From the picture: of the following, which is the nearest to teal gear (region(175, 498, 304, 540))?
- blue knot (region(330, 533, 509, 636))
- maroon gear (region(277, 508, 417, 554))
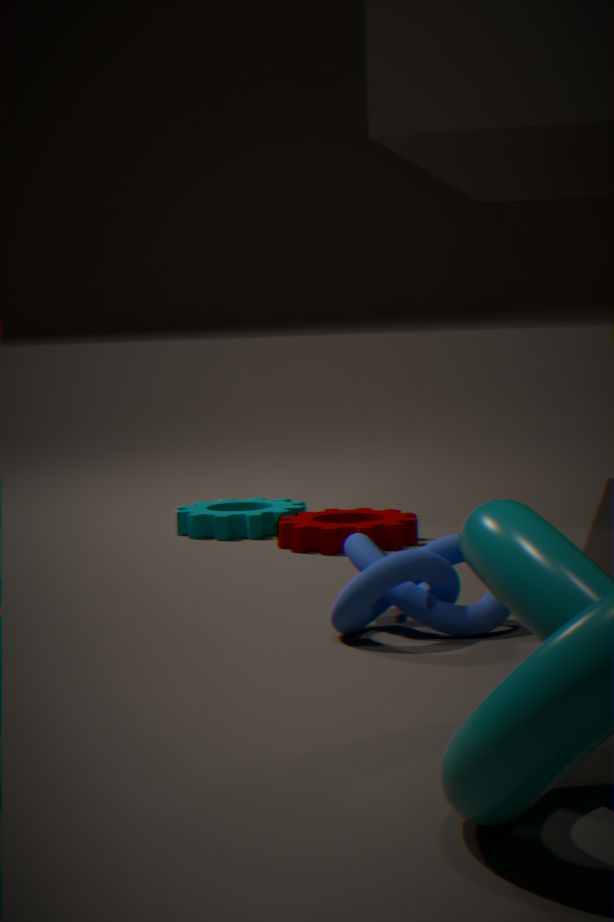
maroon gear (region(277, 508, 417, 554))
